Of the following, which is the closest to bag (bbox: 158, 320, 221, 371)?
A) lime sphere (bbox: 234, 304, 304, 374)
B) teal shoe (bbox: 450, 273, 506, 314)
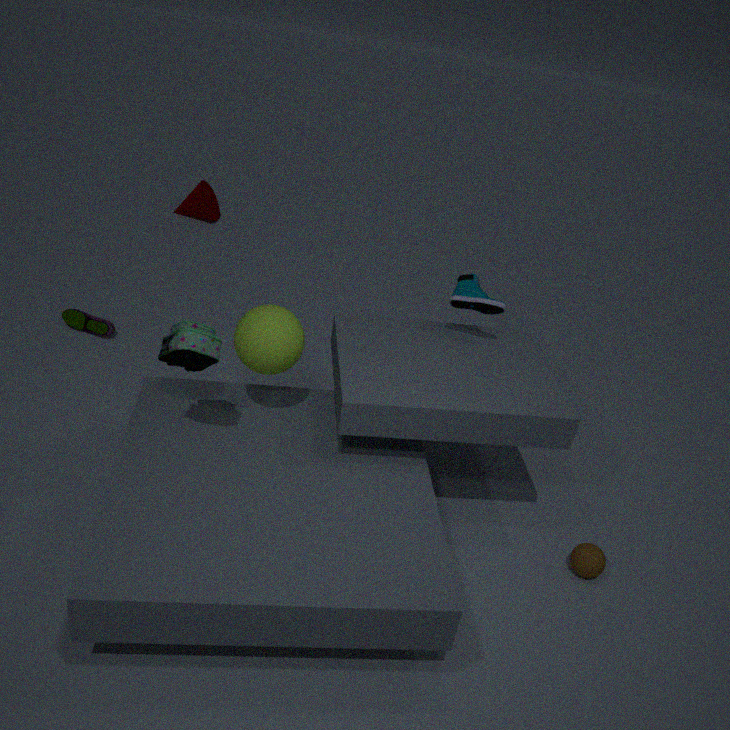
lime sphere (bbox: 234, 304, 304, 374)
